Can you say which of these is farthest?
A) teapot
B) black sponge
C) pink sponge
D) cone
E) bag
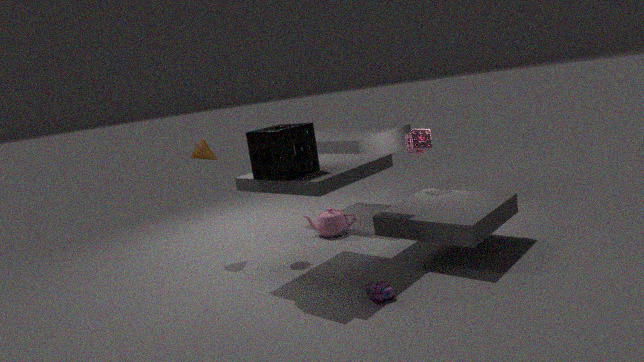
teapot
